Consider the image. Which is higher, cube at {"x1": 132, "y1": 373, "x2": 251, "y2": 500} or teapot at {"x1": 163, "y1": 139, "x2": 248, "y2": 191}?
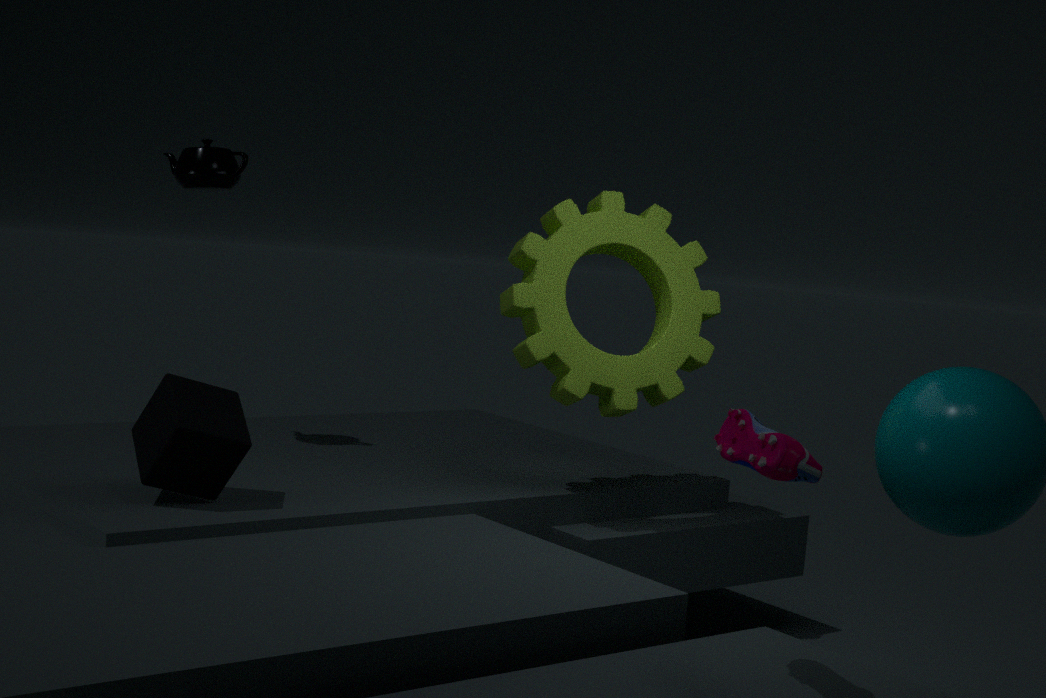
teapot at {"x1": 163, "y1": 139, "x2": 248, "y2": 191}
